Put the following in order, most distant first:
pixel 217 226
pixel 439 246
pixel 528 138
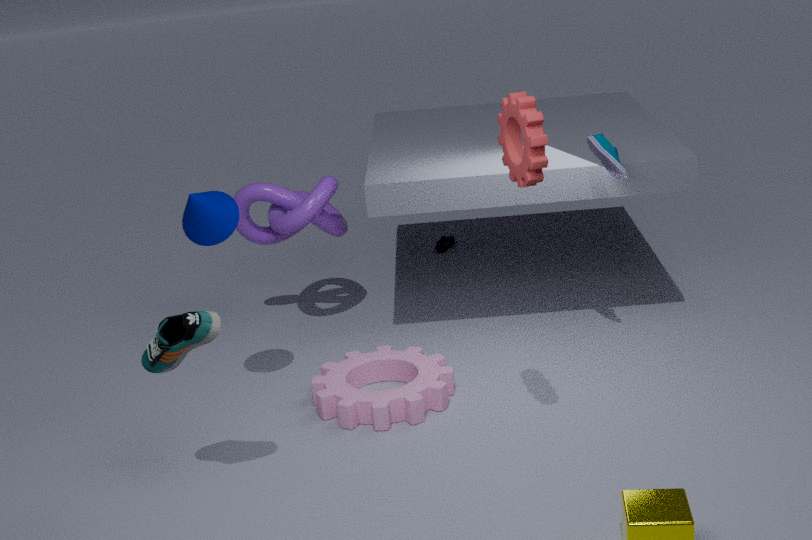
pixel 439 246 → pixel 217 226 → pixel 528 138
